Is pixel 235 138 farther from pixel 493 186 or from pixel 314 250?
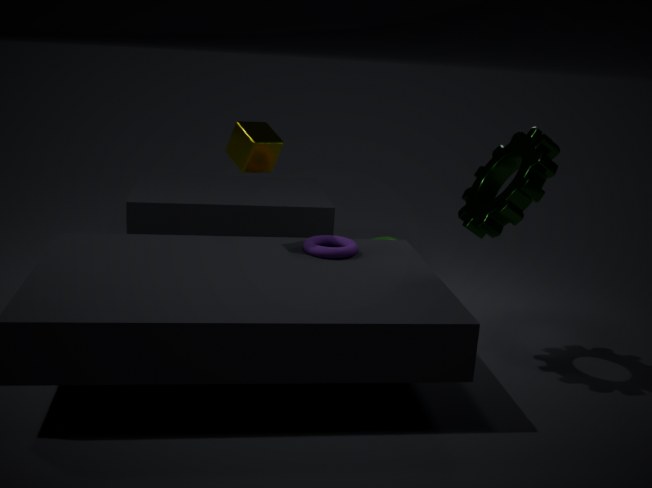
pixel 493 186
